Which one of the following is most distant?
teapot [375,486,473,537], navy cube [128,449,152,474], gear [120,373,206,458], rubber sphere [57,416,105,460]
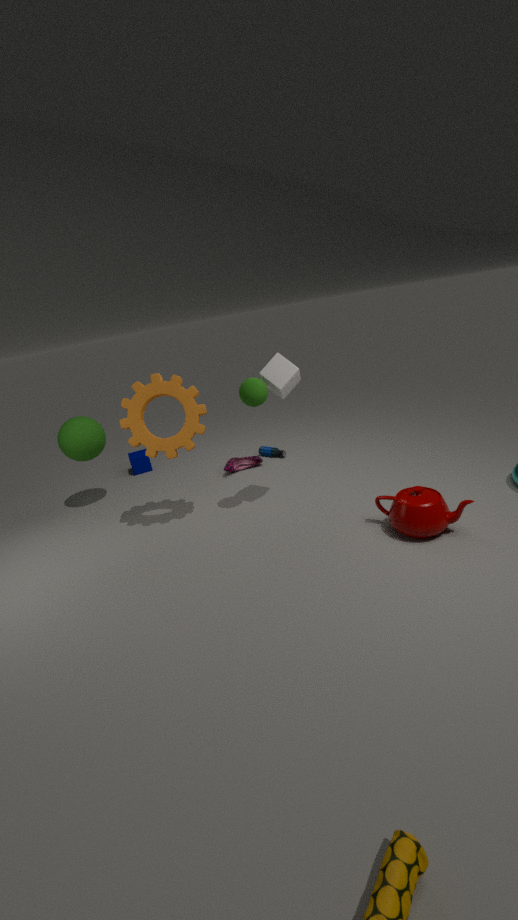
navy cube [128,449,152,474]
